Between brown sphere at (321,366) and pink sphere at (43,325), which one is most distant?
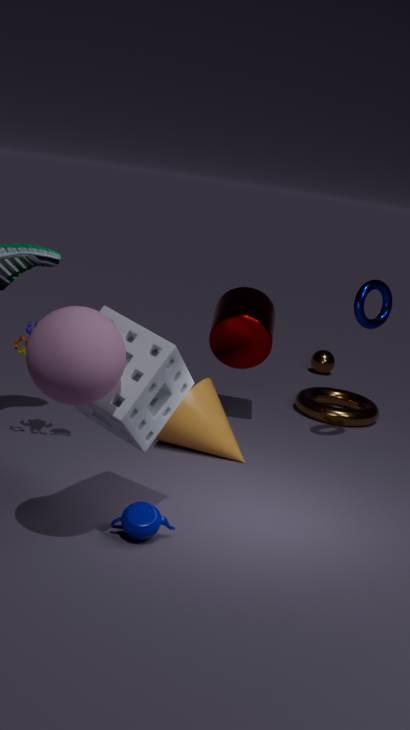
brown sphere at (321,366)
